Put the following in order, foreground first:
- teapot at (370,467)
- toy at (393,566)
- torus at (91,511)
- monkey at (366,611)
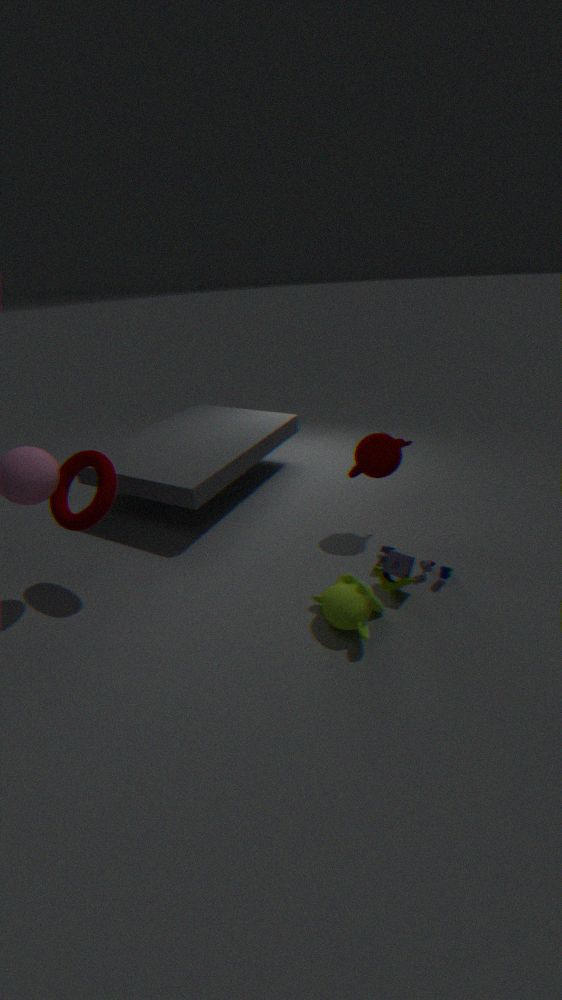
1. monkey at (366,611)
2. toy at (393,566)
3. torus at (91,511)
4. teapot at (370,467)
